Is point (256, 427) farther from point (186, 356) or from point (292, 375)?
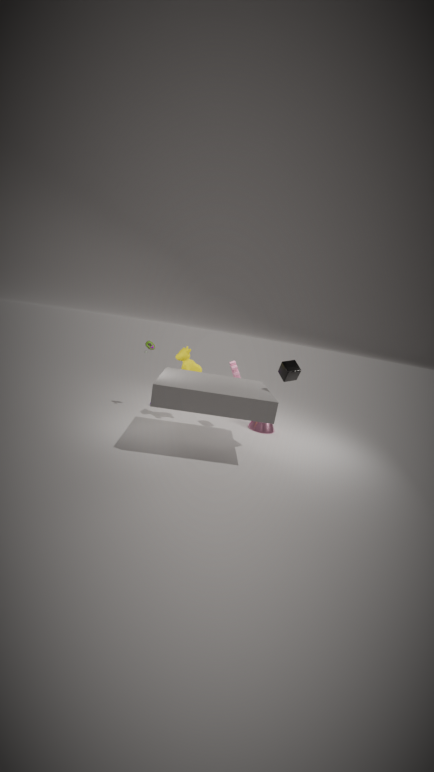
point (186, 356)
